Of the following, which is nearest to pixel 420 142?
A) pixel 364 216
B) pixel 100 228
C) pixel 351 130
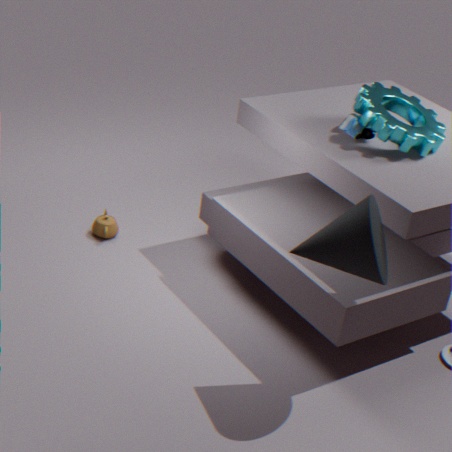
pixel 351 130
